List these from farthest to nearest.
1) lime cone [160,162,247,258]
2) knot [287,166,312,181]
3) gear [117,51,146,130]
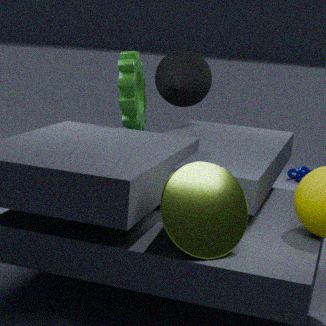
2. knot [287,166,312,181] < 3. gear [117,51,146,130] < 1. lime cone [160,162,247,258]
